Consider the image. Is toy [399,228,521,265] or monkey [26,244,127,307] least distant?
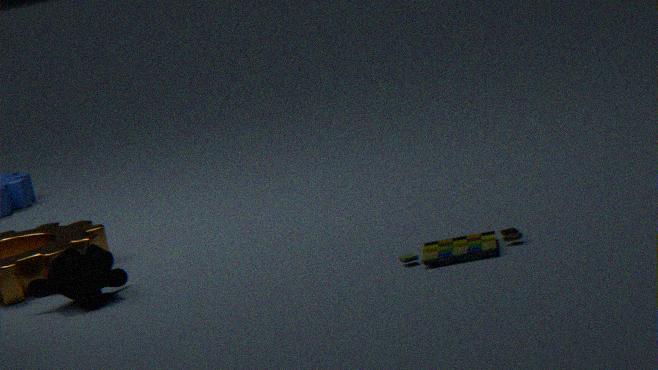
toy [399,228,521,265]
